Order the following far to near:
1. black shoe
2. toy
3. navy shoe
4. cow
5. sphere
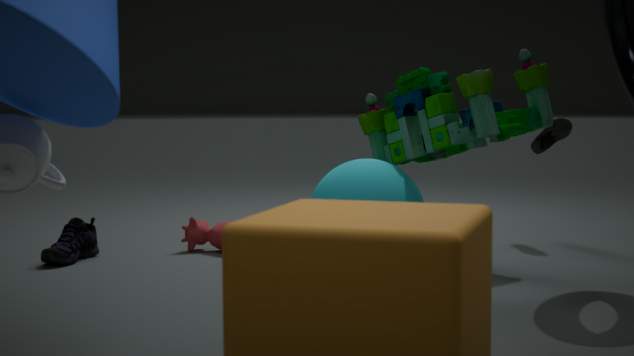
black shoe
cow
navy shoe
toy
sphere
